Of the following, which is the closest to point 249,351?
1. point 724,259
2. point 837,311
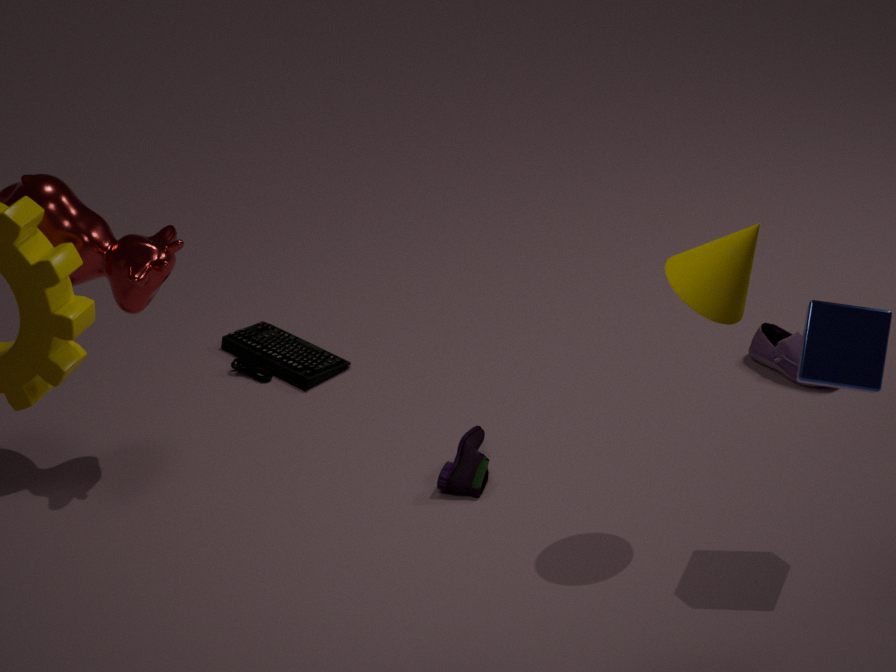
point 724,259
